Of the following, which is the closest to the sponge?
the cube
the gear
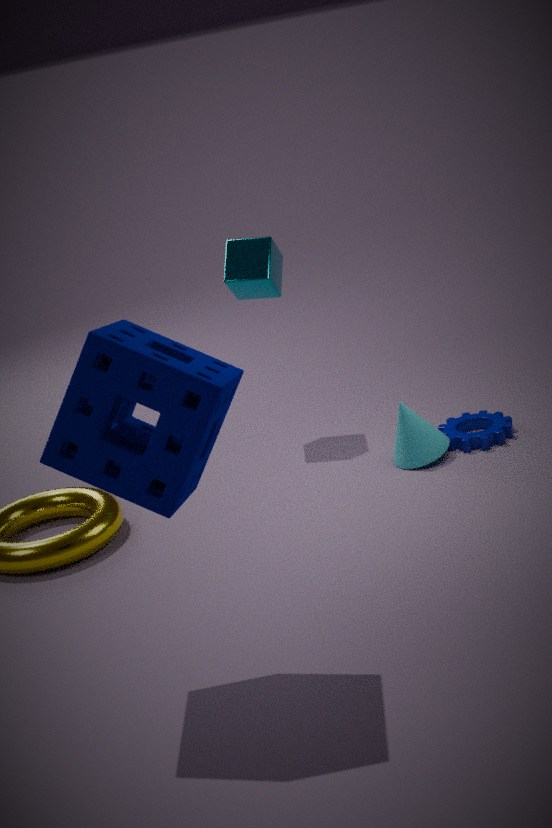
the gear
